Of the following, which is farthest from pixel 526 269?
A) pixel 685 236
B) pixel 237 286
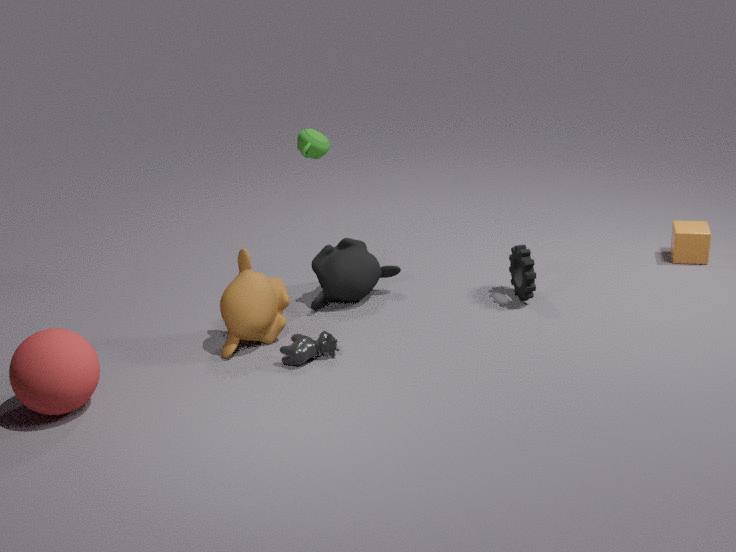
pixel 237 286
